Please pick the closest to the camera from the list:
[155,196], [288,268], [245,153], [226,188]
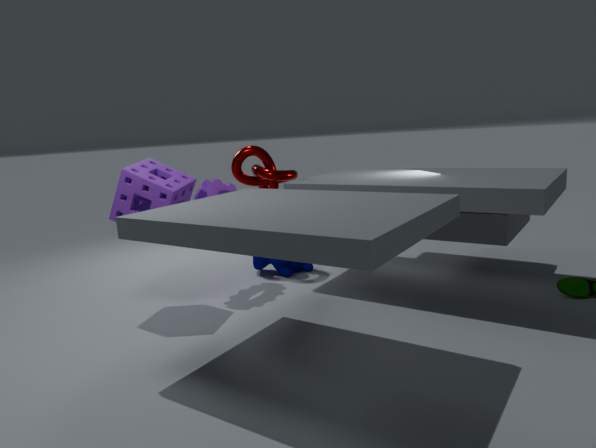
[155,196]
